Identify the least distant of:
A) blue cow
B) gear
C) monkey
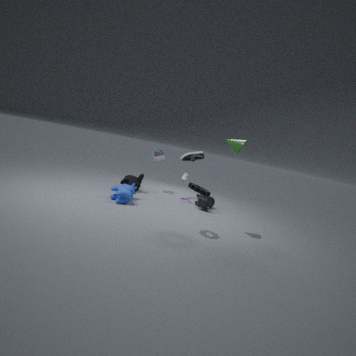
gear
